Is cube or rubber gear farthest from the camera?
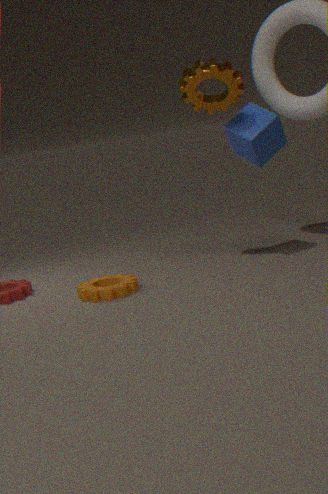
cube
